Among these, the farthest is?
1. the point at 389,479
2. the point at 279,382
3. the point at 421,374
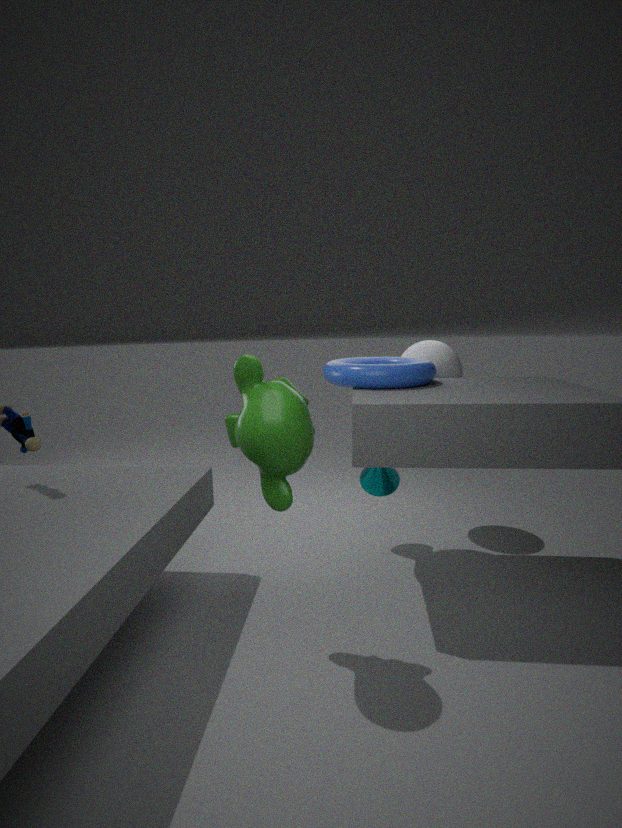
the point at 389,479
